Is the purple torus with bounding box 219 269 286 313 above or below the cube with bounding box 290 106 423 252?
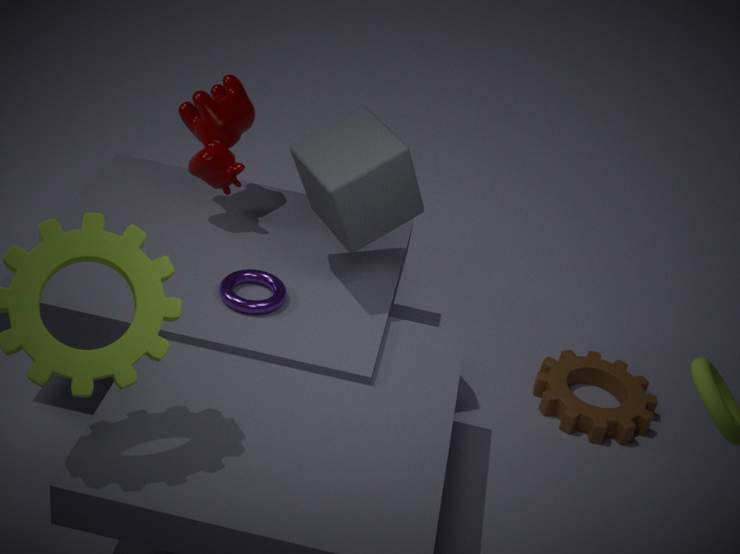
below
